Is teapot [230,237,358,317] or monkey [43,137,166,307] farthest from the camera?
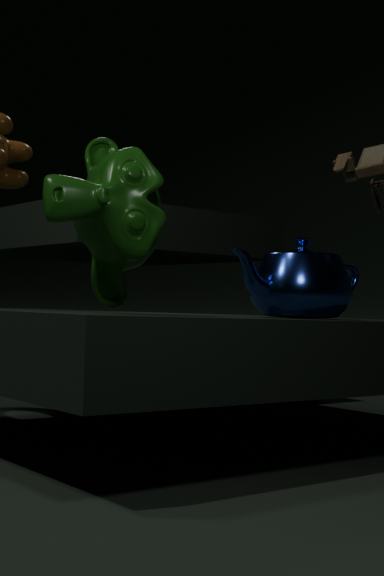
teapot [230,237,358,317]
